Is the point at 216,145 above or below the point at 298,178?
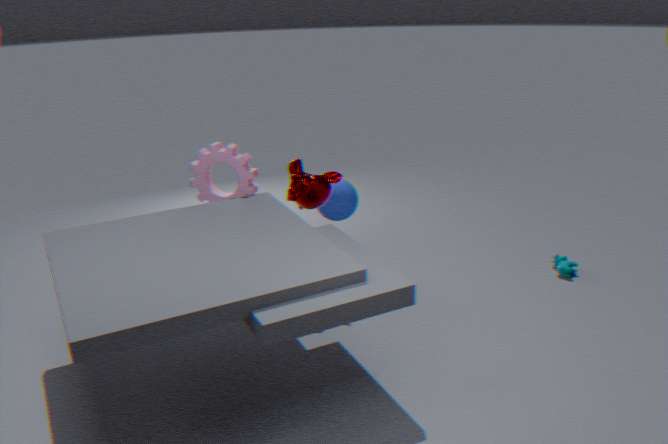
above
